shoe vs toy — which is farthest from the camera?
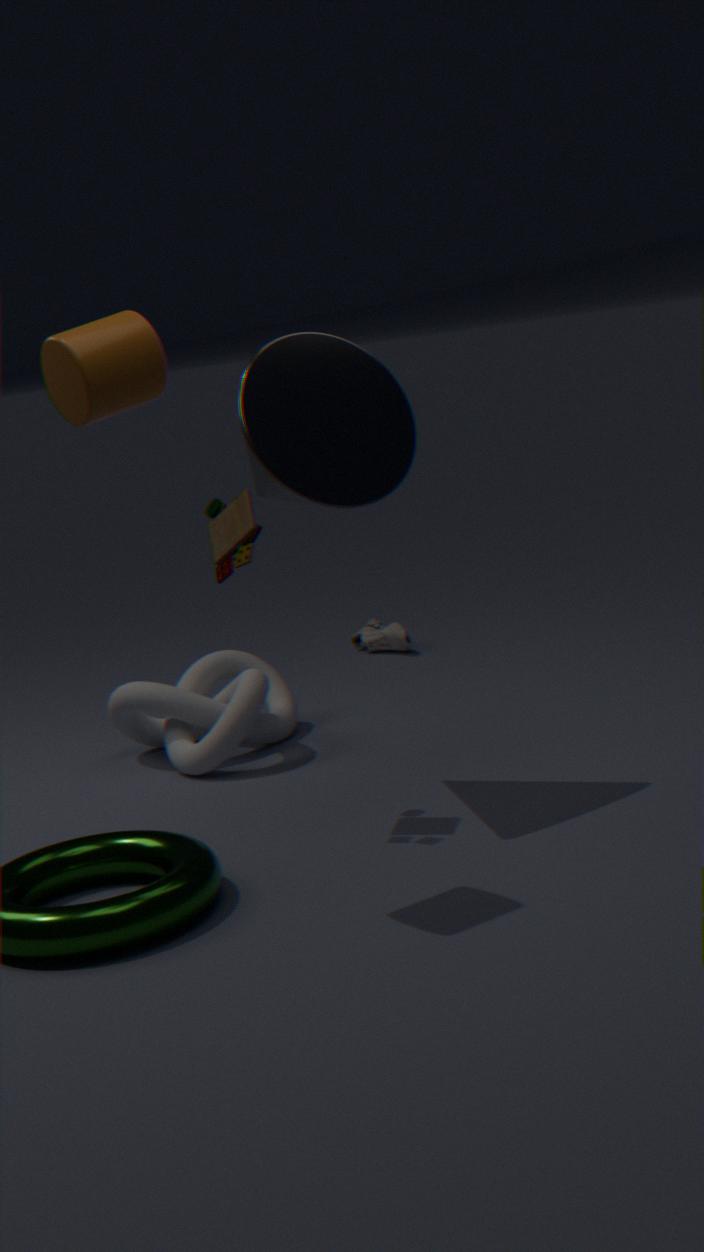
shoe
